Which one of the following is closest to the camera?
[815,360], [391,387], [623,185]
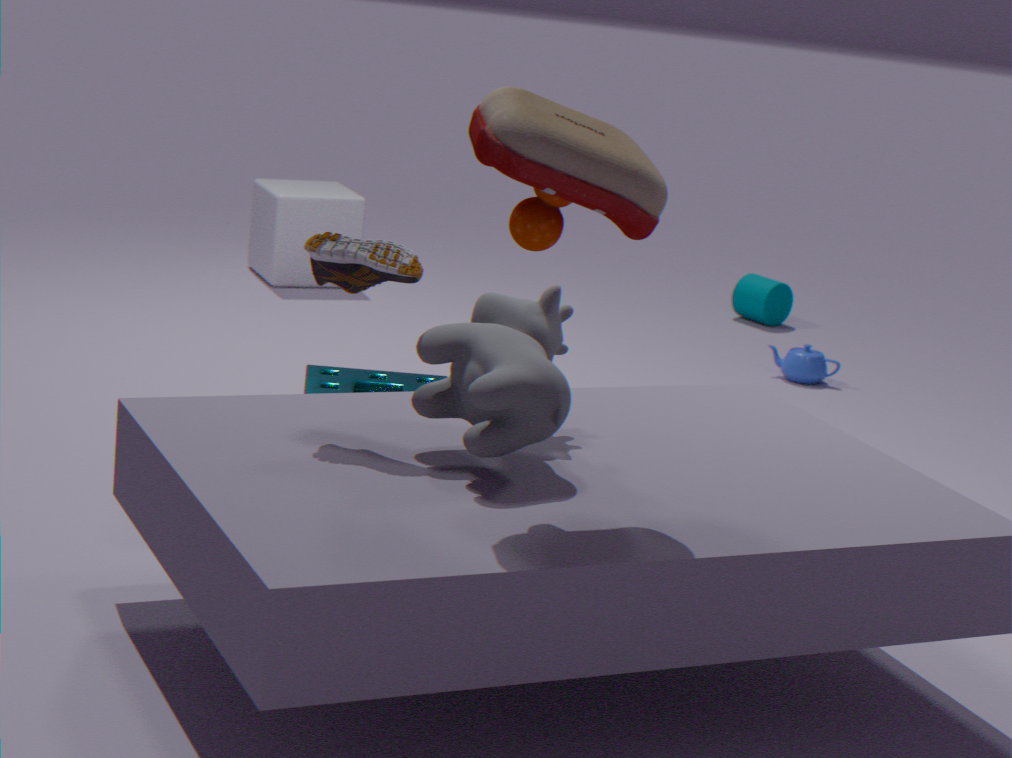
A: [623,185]
